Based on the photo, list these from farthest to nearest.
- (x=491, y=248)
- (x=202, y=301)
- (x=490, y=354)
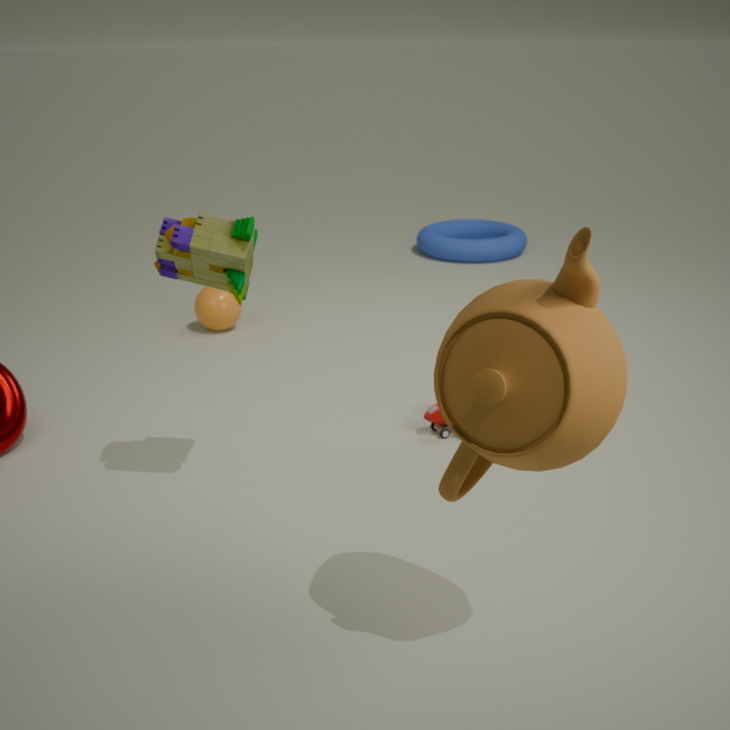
1. (x=491, y=248)
2. (x=202, y=301)
3. (x=490, y=354)
